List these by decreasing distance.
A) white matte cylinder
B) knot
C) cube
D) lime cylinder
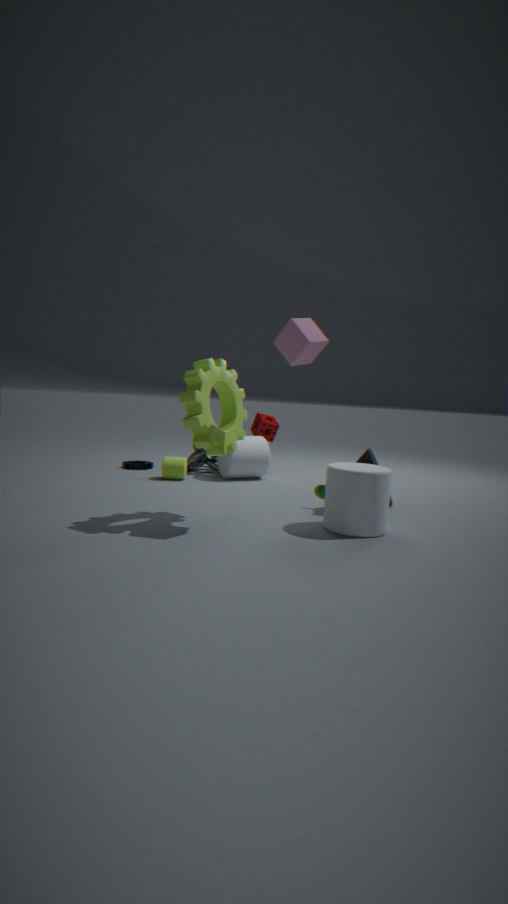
knot → lime cylinder → white matte cylinder → cube
